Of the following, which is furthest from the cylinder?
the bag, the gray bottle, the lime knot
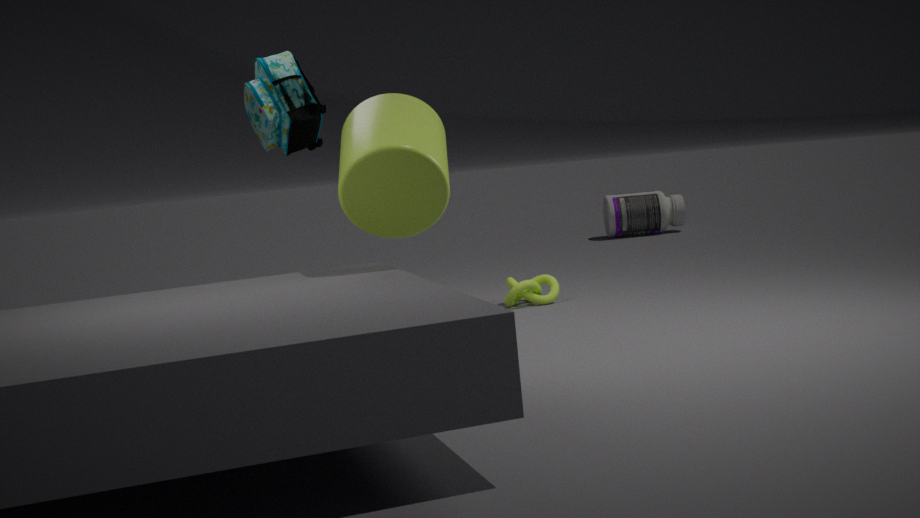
the gray bottle
